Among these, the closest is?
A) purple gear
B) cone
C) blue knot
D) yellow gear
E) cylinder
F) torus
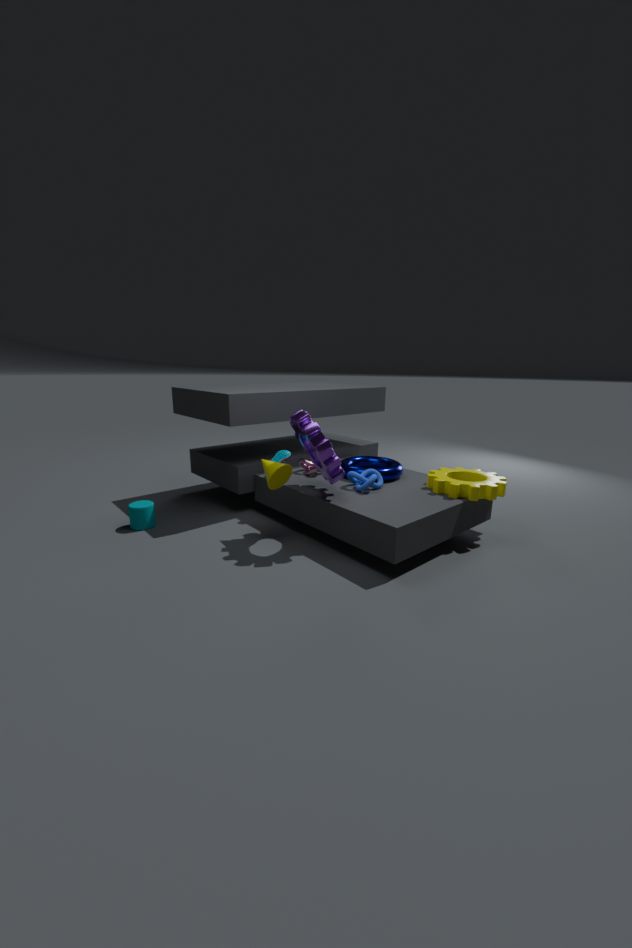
purple gear
